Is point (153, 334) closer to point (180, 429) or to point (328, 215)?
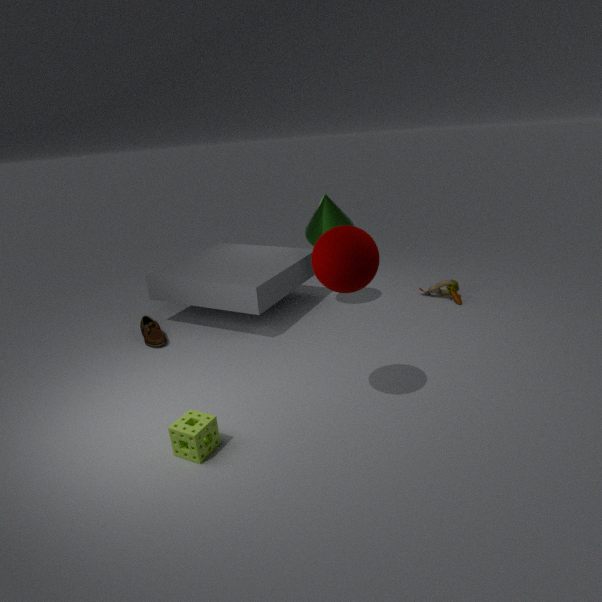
point (180, 429)
